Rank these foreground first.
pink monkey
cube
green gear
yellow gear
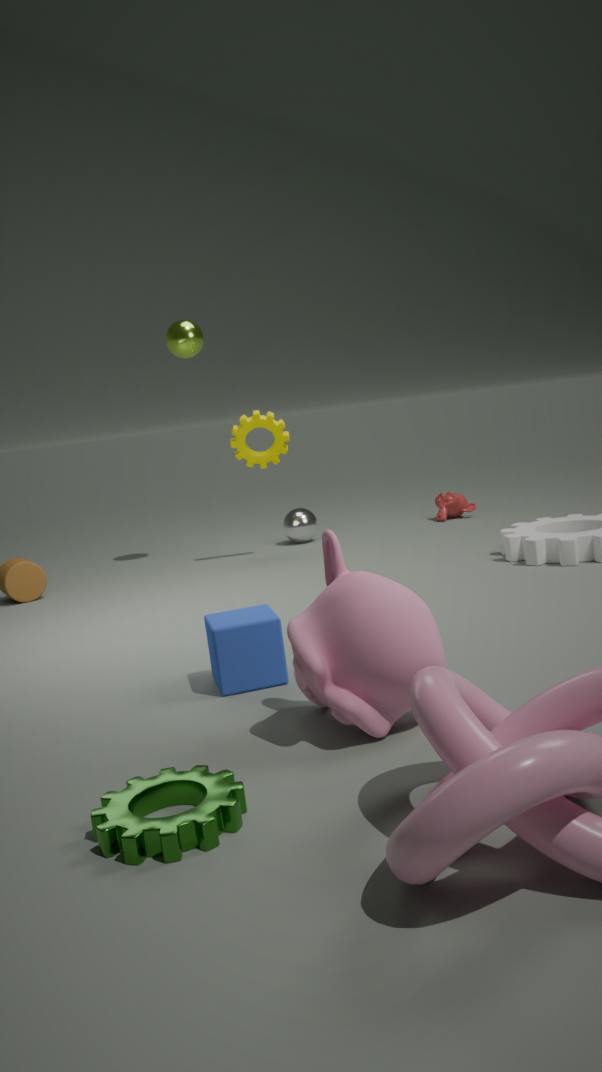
1. green gear
2. pink monkey
3. cube
4. yellow gear
